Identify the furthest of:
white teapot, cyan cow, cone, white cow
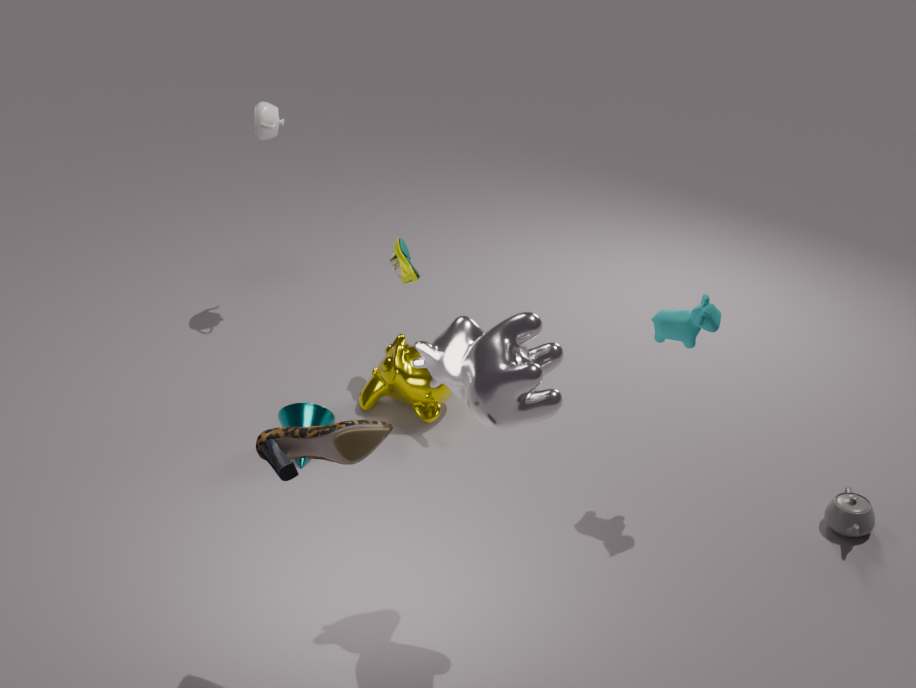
white teapot
